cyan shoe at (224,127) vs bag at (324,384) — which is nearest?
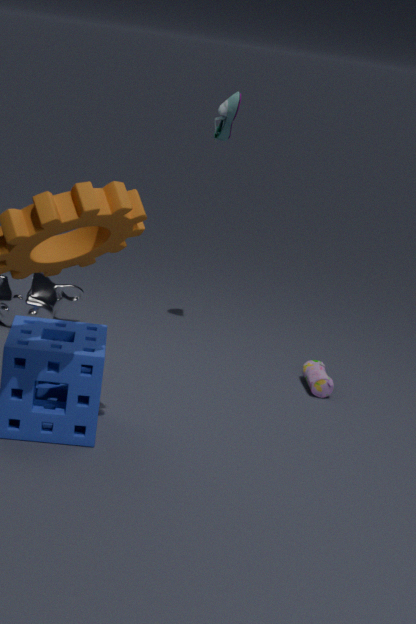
bag at (324,384)
